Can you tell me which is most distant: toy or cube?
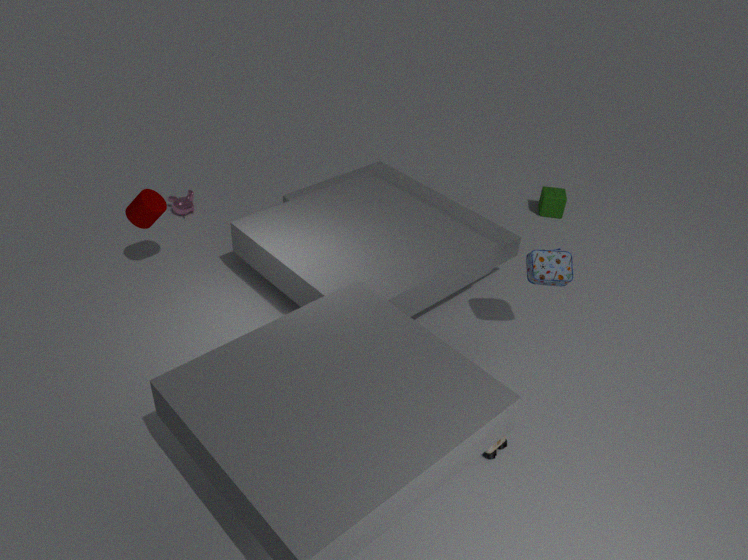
cube
